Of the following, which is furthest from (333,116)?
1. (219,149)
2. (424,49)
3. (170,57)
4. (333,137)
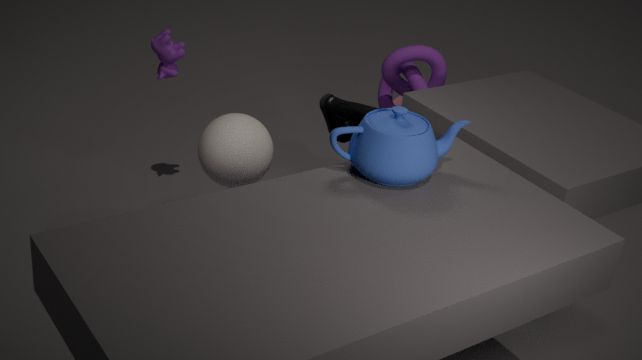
(170,57)
